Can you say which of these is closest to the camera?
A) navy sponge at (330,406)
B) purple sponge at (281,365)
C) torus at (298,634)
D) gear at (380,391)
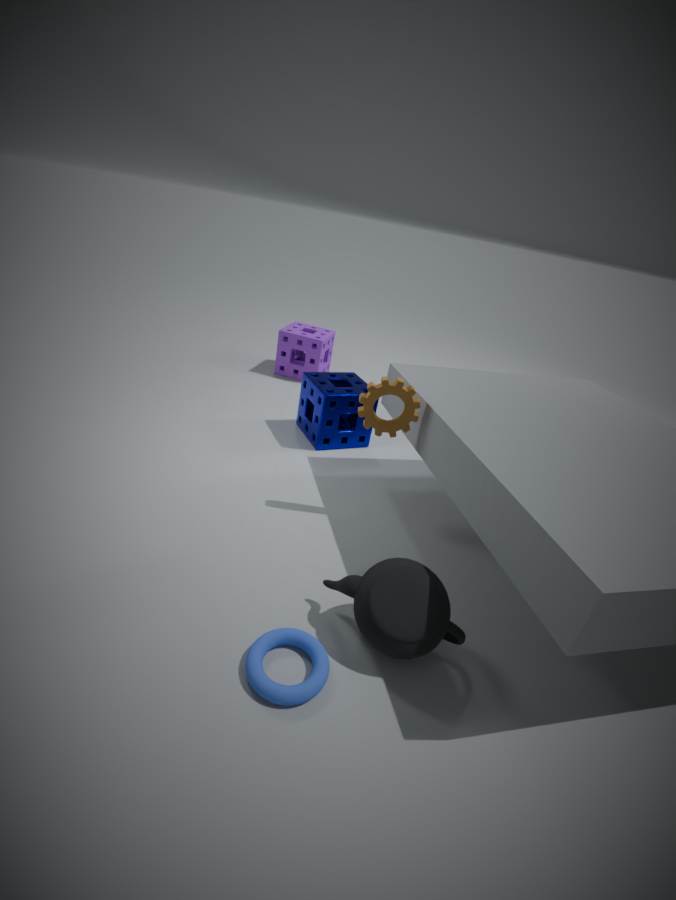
torus at (298,634)
